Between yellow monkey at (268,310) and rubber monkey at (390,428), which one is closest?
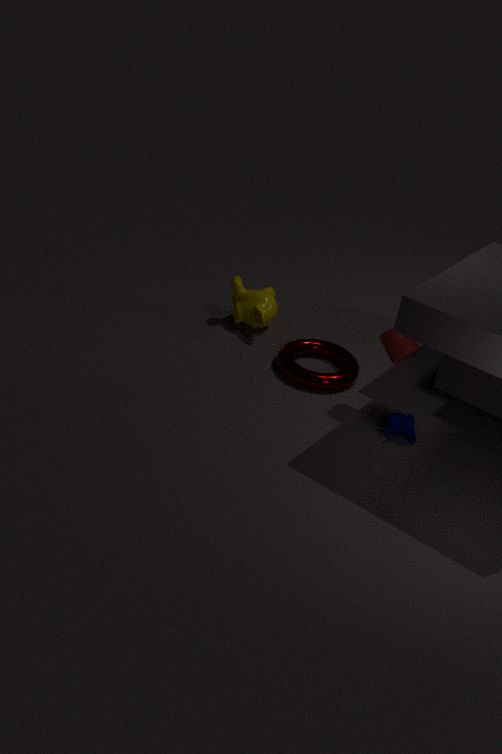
rubber monkey at (390,428)
